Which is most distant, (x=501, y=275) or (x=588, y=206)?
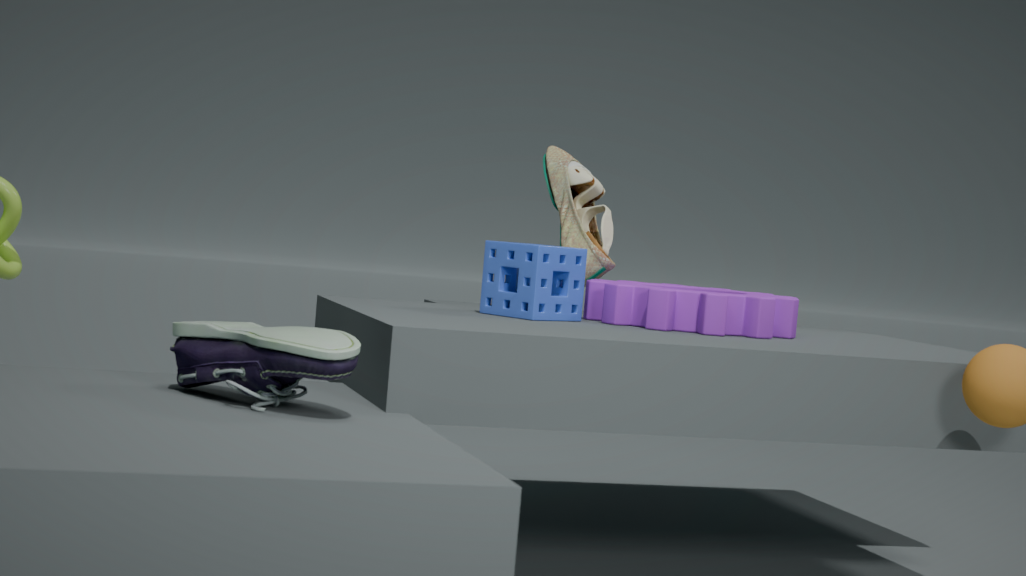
(x=588, y=206)
